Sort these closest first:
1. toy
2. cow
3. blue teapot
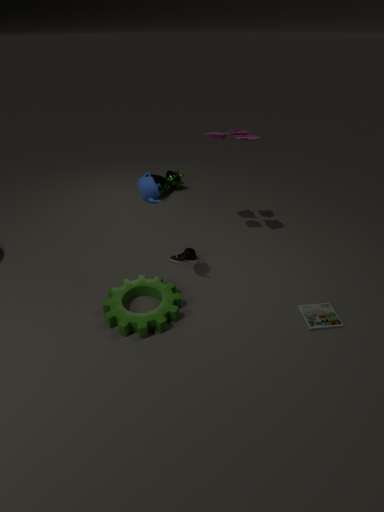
1. blue teapot
2. toy
3. cow
